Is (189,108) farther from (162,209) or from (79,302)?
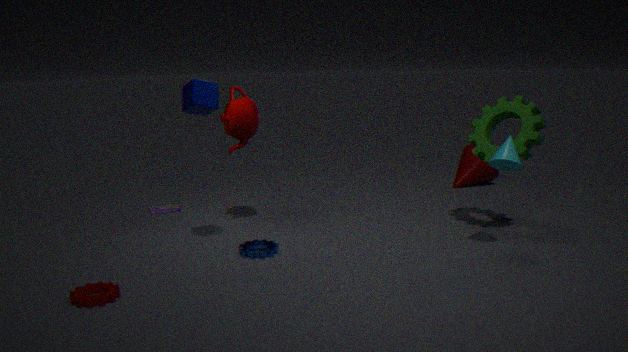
(162,209)
